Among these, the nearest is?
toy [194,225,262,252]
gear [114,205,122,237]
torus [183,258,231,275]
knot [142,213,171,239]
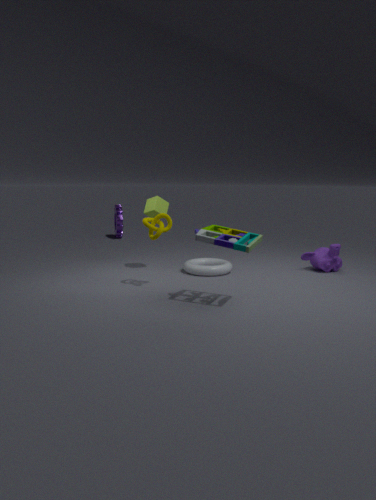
toy [194,225,262,252]
